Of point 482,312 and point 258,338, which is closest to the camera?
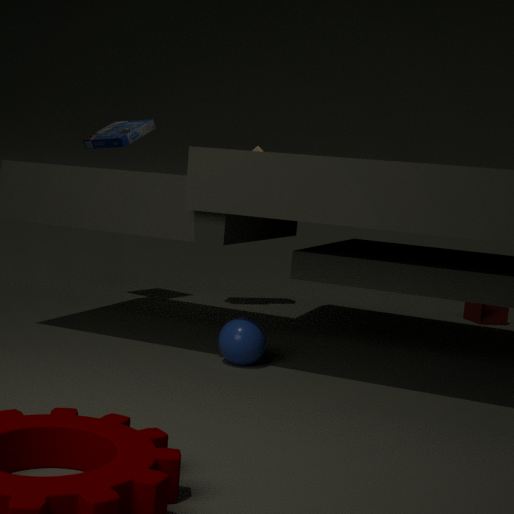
point 258,338
